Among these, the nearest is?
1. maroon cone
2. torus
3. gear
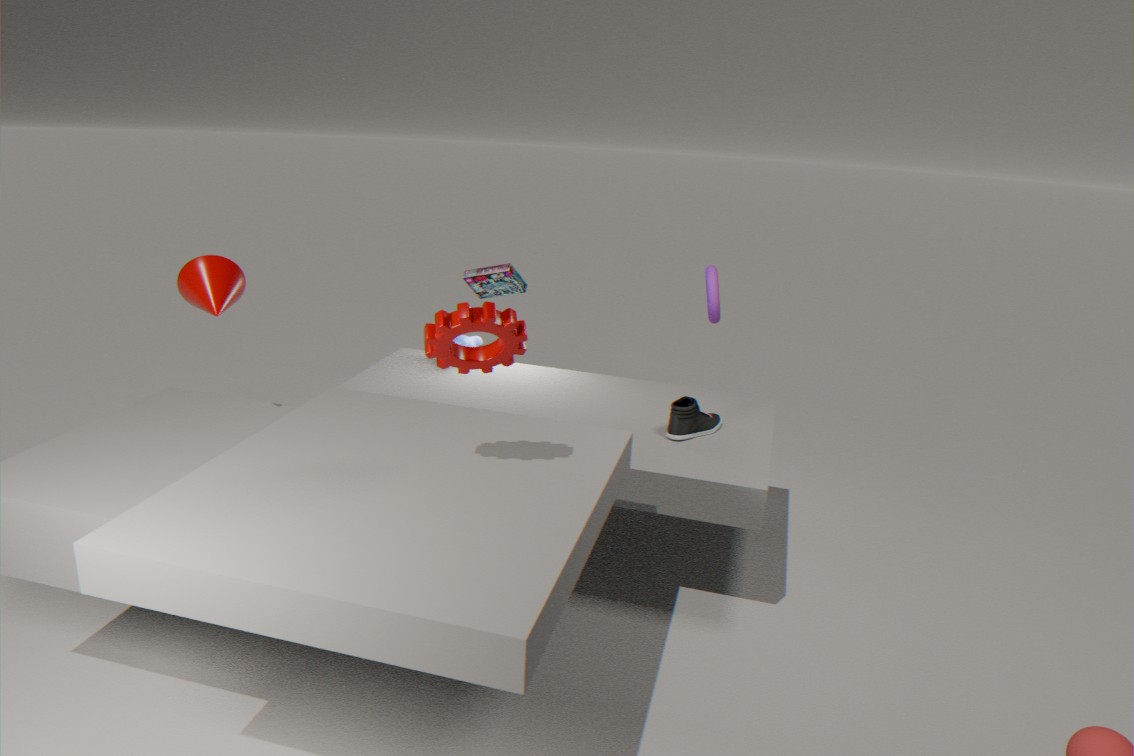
gear
